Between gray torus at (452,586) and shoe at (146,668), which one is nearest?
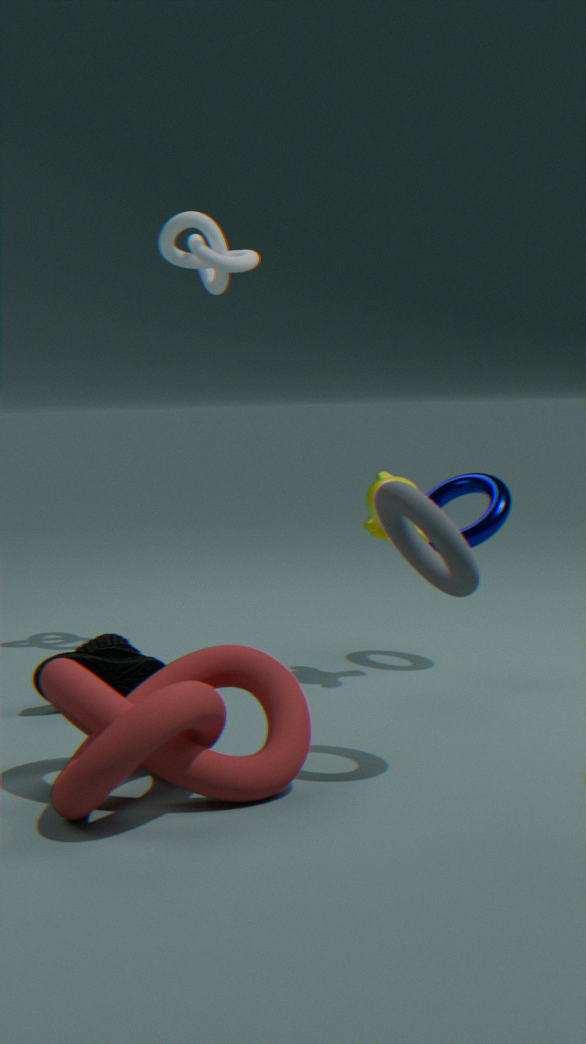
gray torus at (452,586)
